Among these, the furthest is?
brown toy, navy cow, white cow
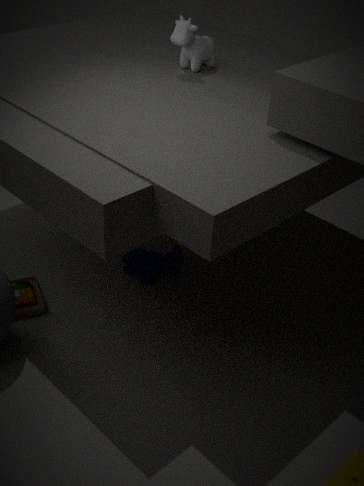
navy cow
